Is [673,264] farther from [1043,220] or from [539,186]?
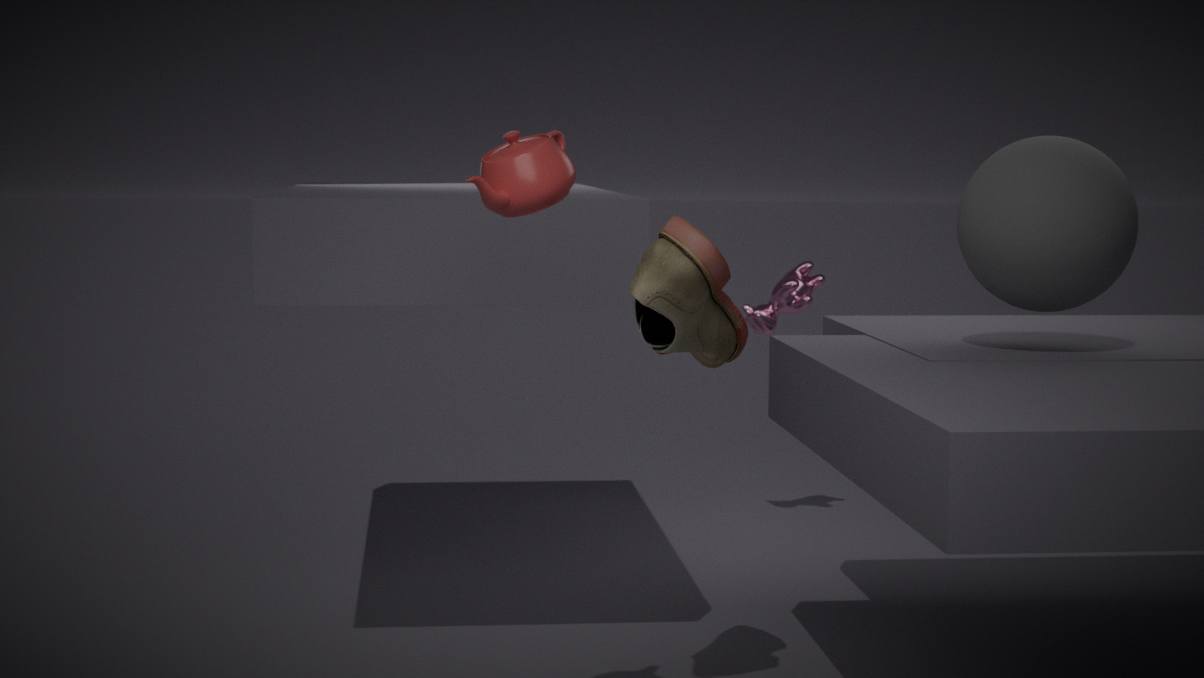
[1043,220]
